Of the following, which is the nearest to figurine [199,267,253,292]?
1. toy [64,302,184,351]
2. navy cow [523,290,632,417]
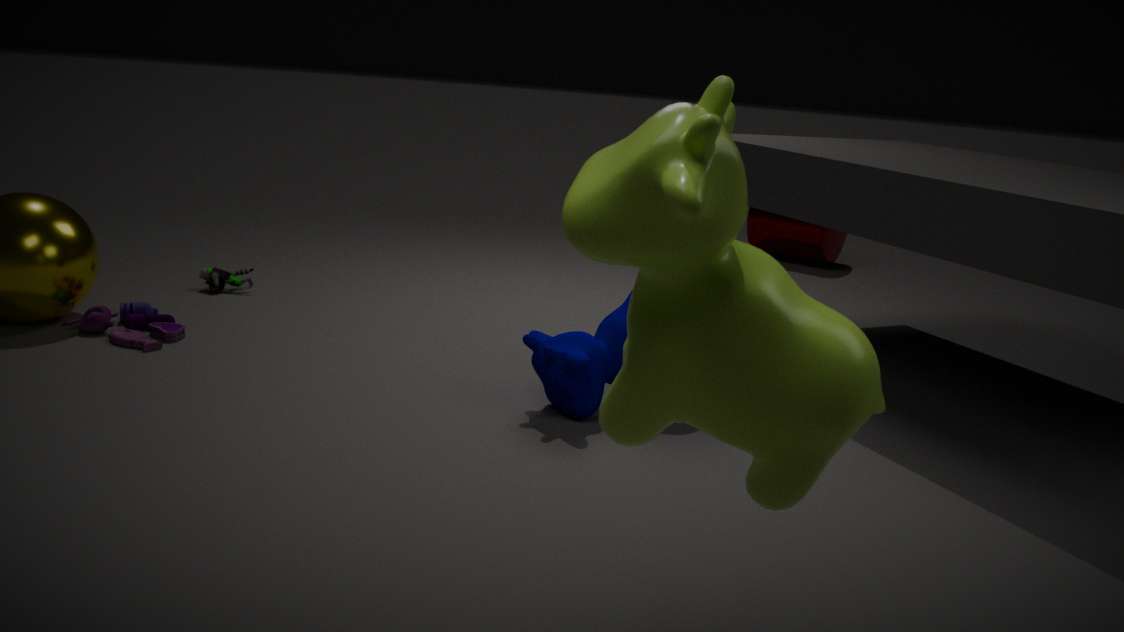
toy [64,302,184,351]
